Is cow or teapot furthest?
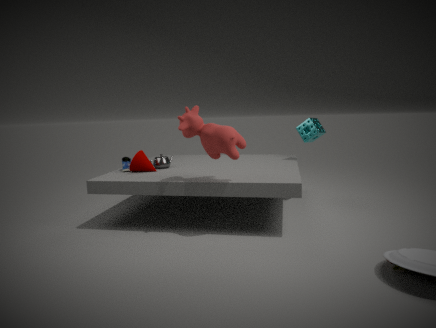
teapot
